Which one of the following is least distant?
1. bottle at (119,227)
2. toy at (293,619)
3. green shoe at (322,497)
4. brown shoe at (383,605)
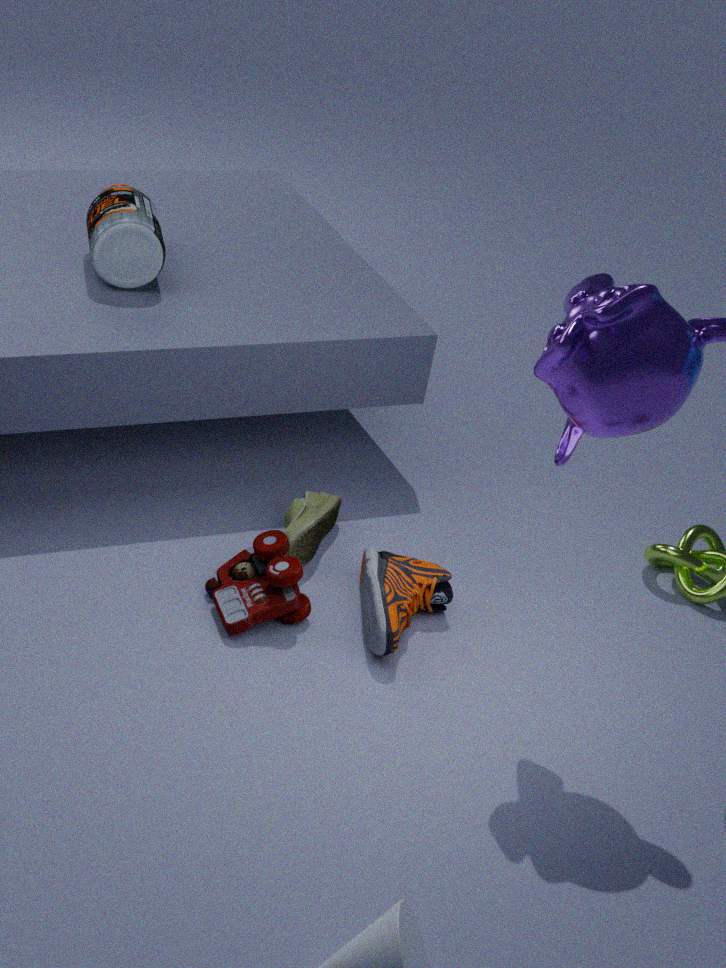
brown shoe at (383,605)
